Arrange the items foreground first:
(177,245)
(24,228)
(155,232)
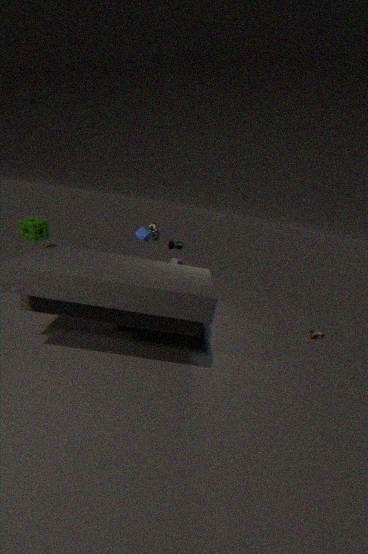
(24,228)
(177,245)
(155,232)
